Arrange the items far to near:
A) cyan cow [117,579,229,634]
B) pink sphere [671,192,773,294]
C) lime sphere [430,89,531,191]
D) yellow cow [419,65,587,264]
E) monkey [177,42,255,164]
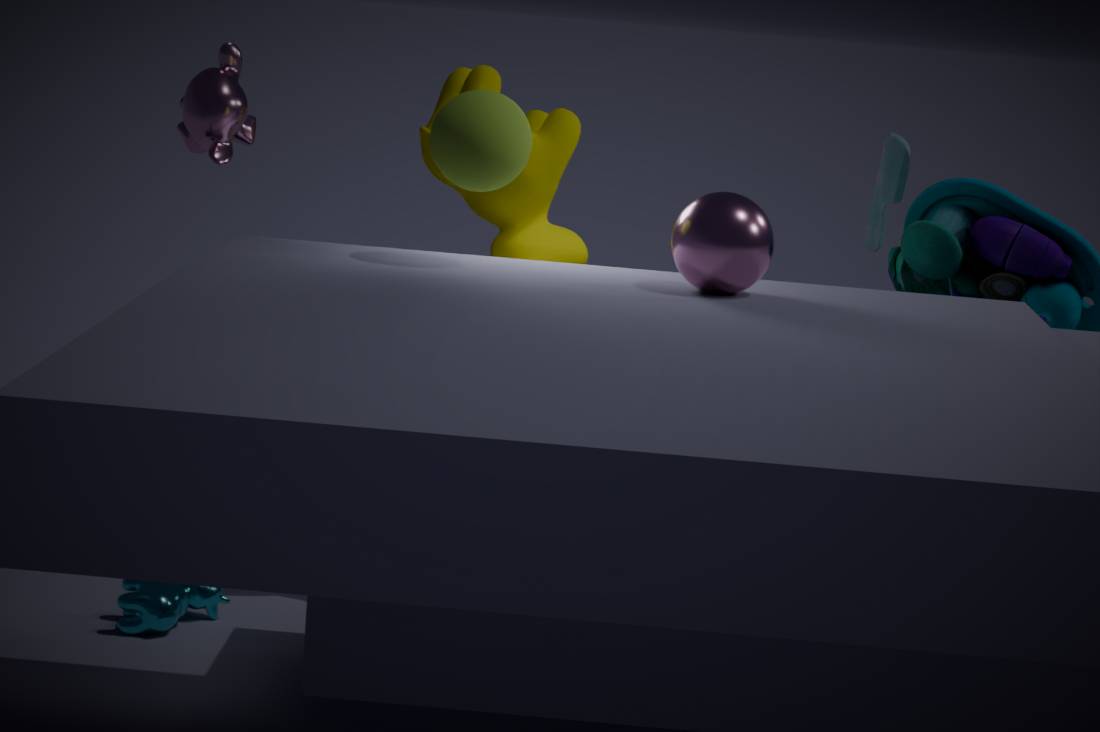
yellow cow [419,65,587,264] → cyan cow [117,579,229,634] → monkey [177,42,255,164] → lime sphere [430,89,531,191] → pink sphere [671,192,773,294]
